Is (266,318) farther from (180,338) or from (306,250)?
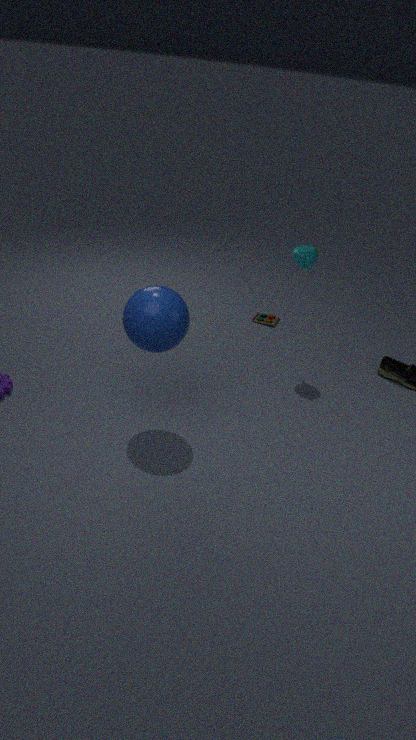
(180,338)
